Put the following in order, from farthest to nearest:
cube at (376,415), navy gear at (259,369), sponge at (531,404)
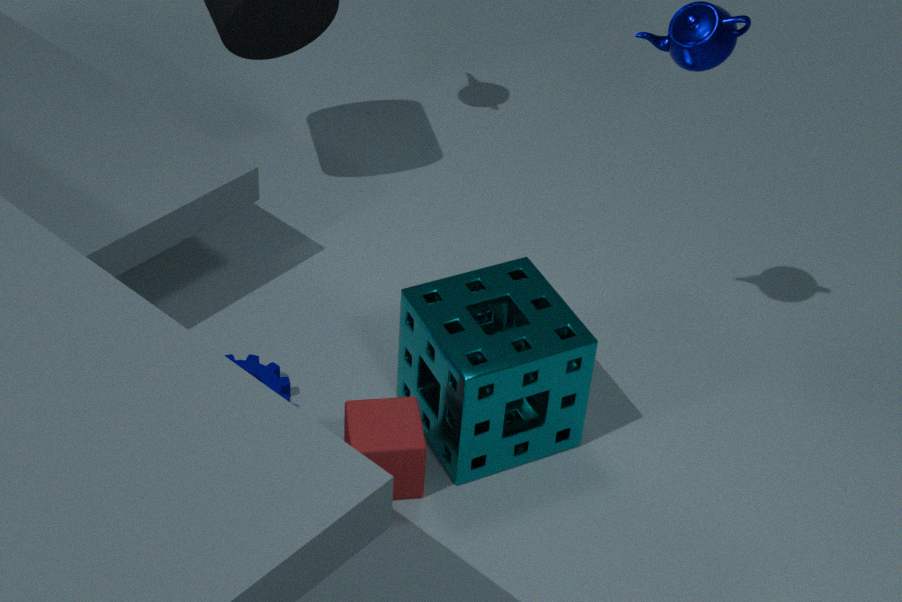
navy gear at (259,369) → sponge at (531,404) → cube at (376,415)
